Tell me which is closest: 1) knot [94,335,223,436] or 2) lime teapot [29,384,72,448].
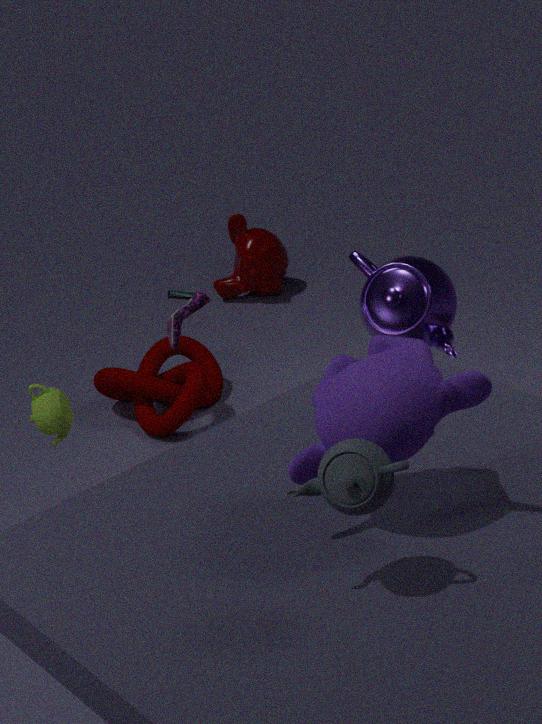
2. lime teapot [29,384,72,448]
